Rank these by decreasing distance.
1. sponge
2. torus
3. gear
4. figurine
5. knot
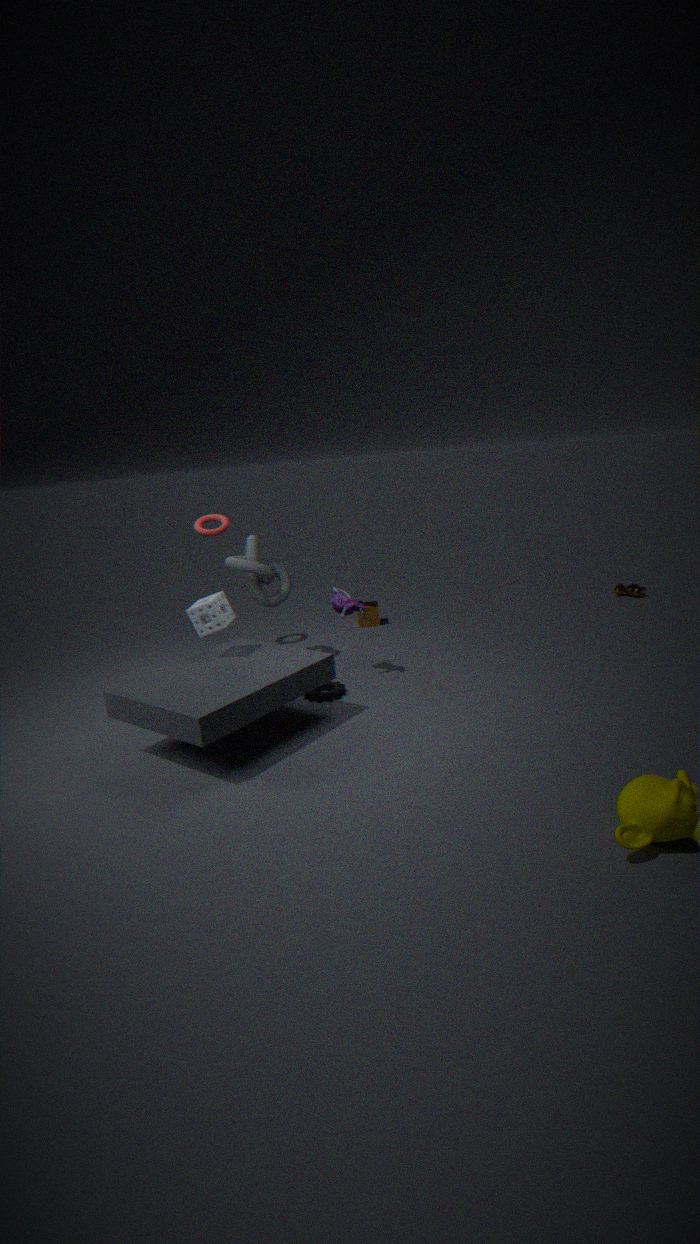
torus
knot
figurine
gear
sponge
